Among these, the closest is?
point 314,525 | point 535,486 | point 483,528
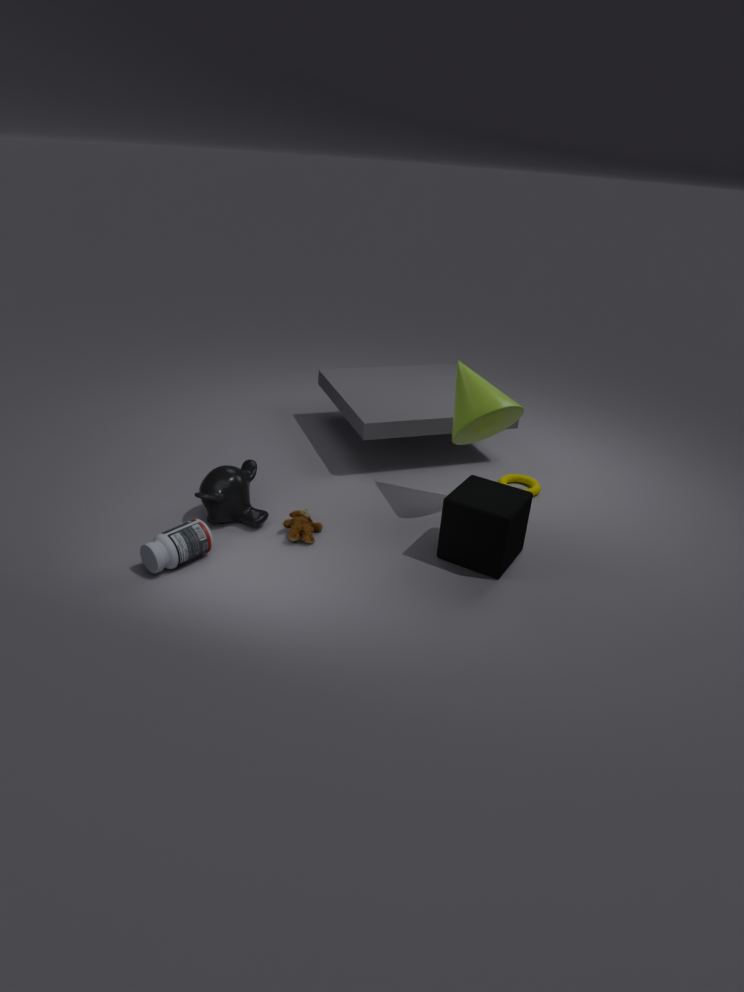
point 483,528
